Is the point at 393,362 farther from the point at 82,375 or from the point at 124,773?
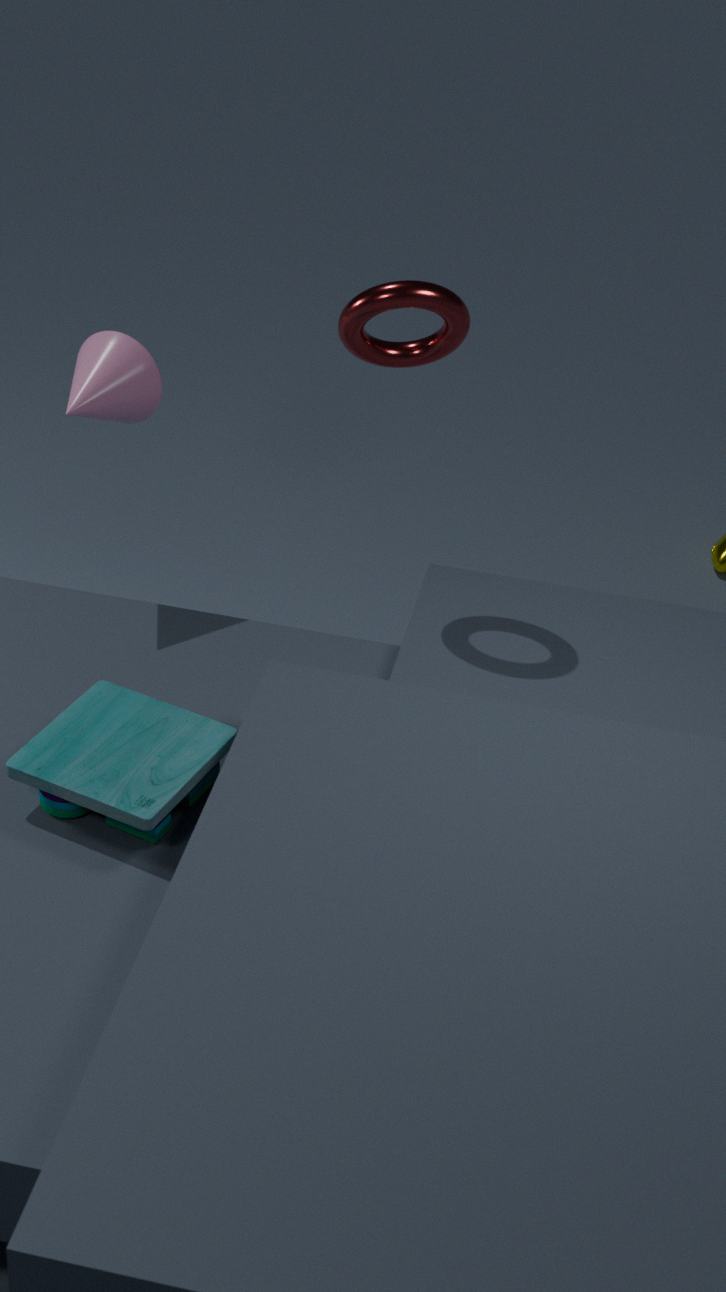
the point at 124,773
